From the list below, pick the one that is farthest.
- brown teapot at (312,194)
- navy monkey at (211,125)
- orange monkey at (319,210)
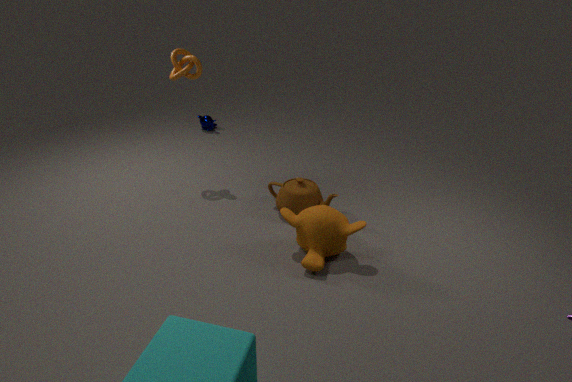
navy monkey at (211,125)
